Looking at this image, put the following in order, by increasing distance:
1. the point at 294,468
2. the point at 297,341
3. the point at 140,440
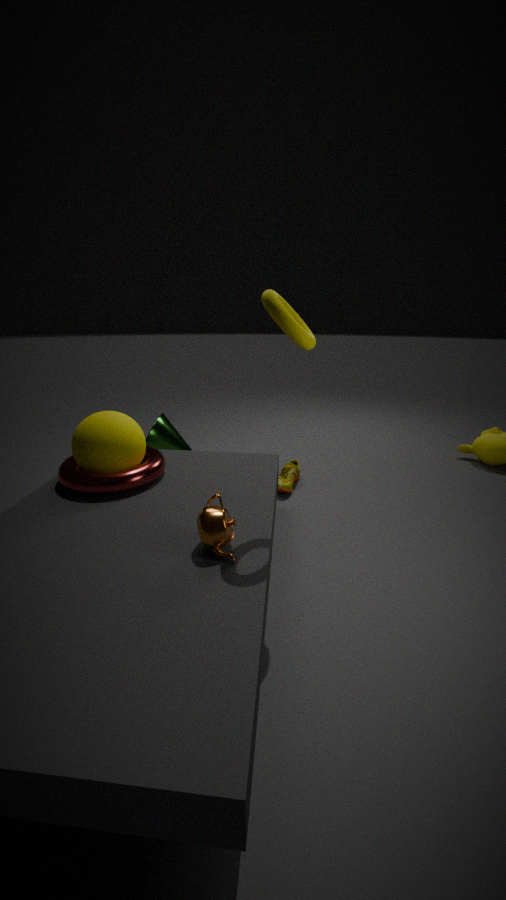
the point at 297,341 → the point at 140,440 → the point at 294,468
